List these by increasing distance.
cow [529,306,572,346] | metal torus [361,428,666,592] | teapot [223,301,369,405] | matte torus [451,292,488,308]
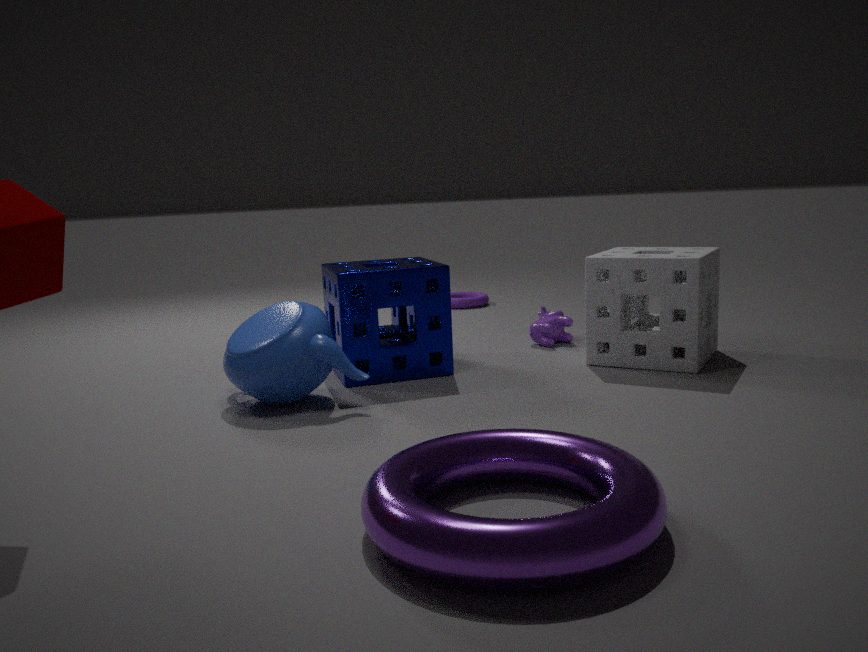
metal torus [361,428,666,592]
teapot [223,301,369,405]
cow [529,306,572,346]
matte torus [451,292,488,308]
